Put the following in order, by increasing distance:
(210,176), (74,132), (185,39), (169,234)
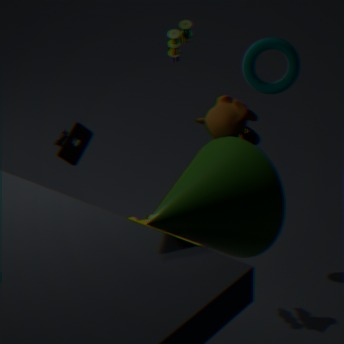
(210,176) → (74,132) → (185,39) → (169,234)
